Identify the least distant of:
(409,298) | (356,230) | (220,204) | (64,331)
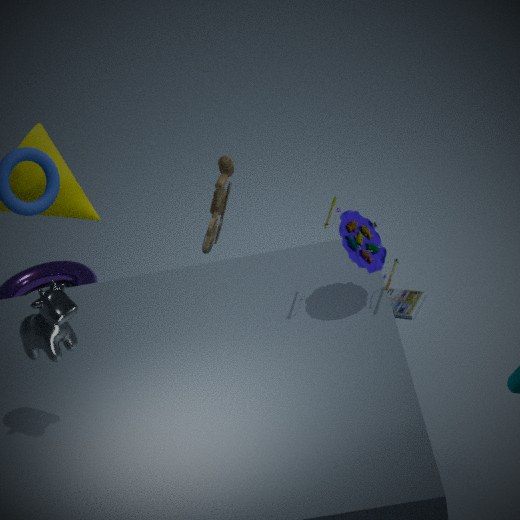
(64,331)
